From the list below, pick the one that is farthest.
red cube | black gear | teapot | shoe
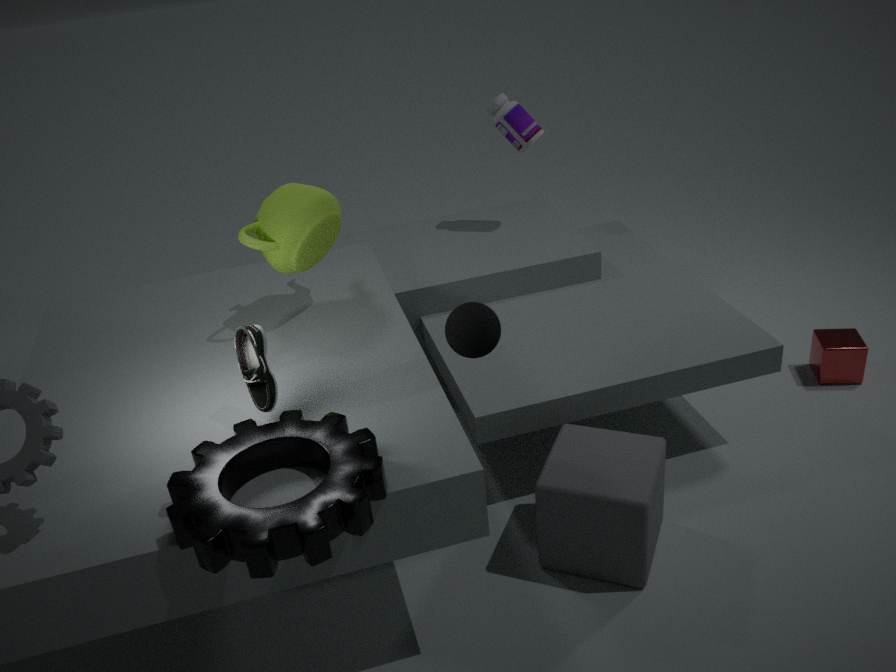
red cube
